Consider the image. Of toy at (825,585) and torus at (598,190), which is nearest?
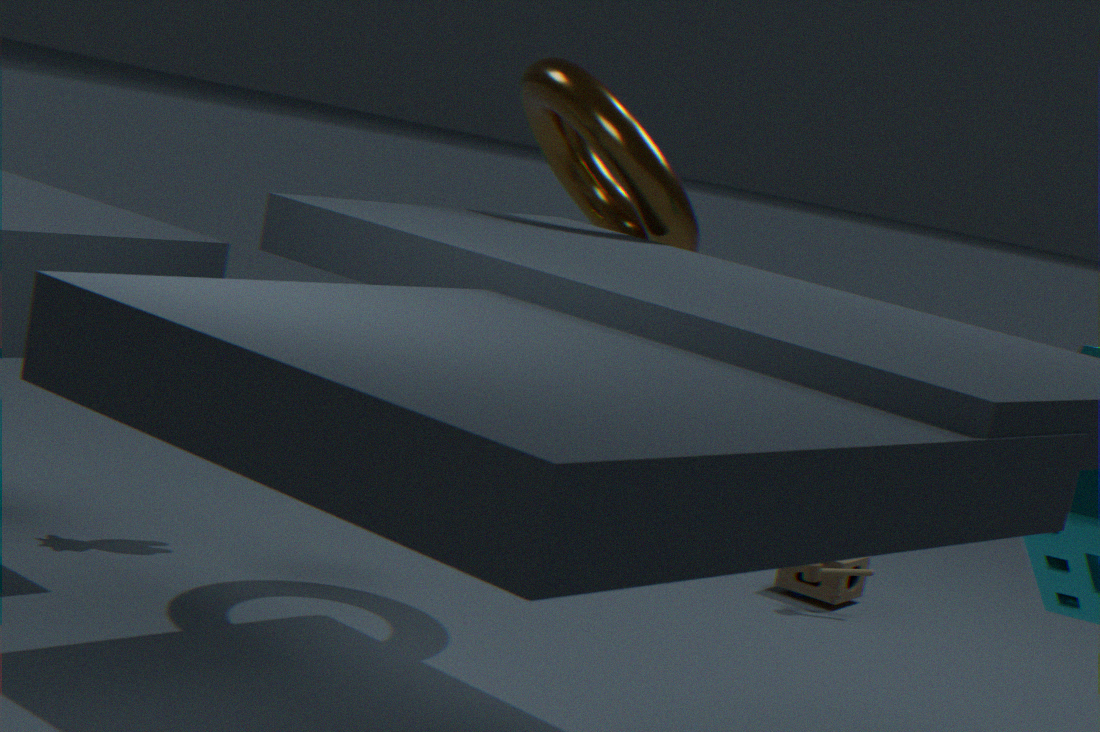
torus at (598,190)
